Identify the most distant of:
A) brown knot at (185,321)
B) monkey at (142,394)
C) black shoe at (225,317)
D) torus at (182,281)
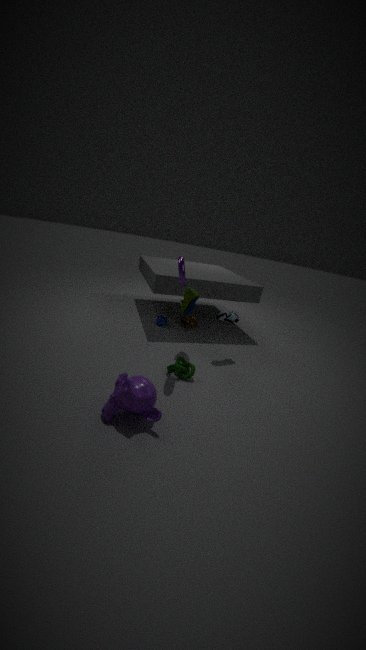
brown knot at (185,321)
